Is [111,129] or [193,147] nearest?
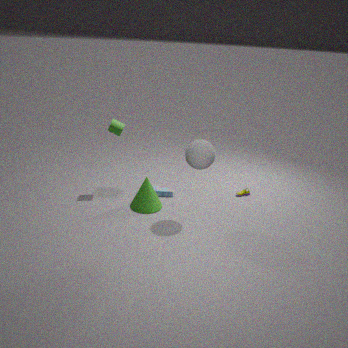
[193,147]
